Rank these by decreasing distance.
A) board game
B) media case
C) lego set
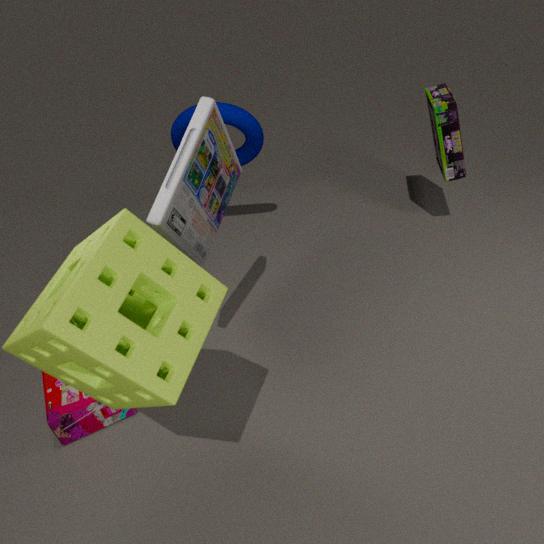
board game
lego set
media case
